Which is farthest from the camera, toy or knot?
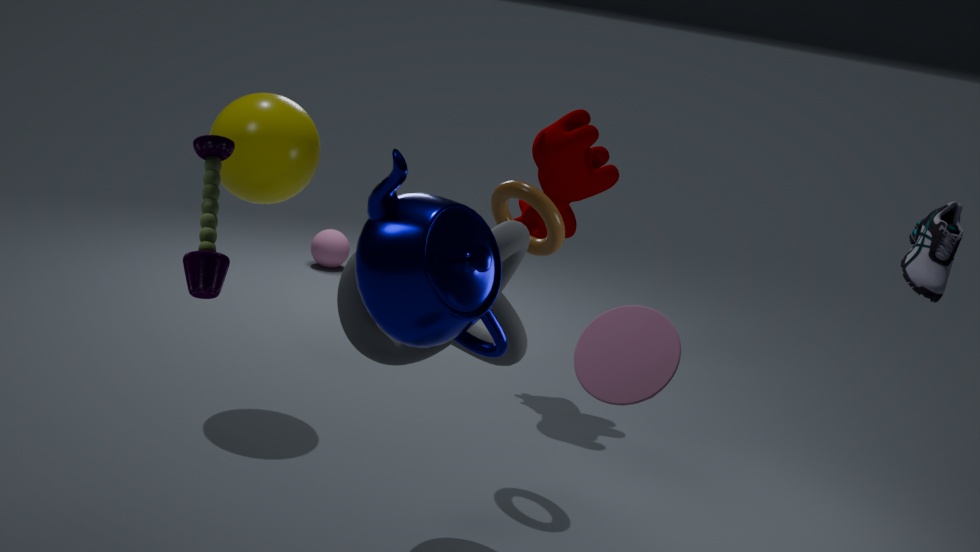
knot
